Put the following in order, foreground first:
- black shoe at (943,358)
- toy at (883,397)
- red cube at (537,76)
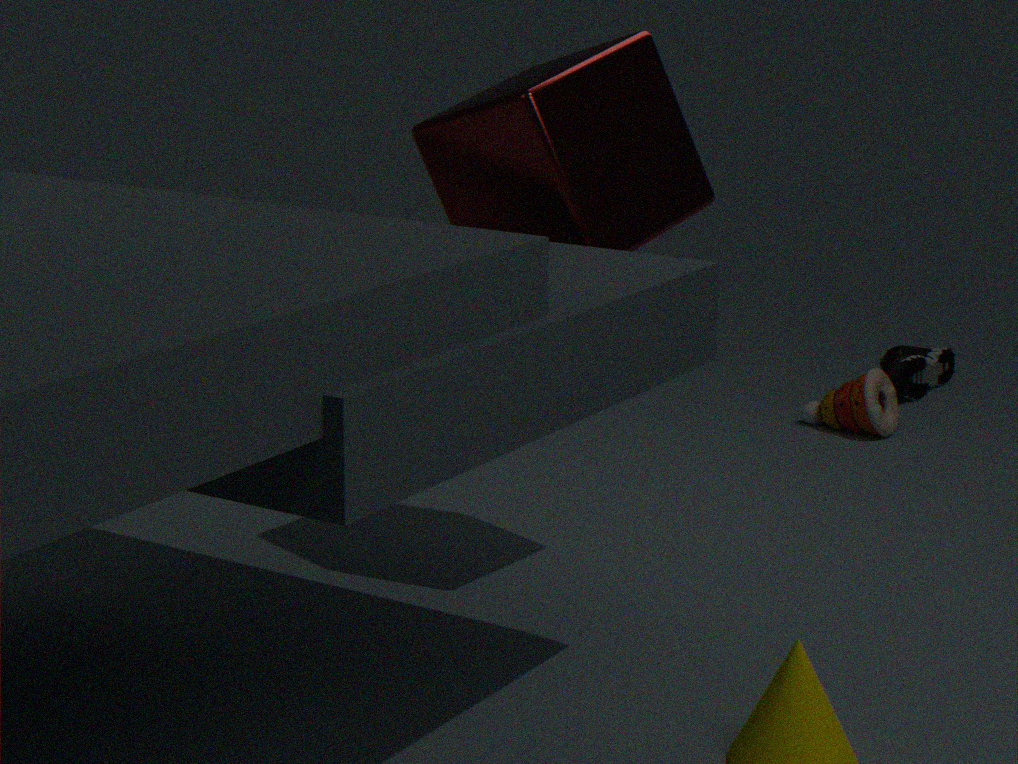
red cube at (537,76) < toy at (883,397) < black shoe at (943,358)
